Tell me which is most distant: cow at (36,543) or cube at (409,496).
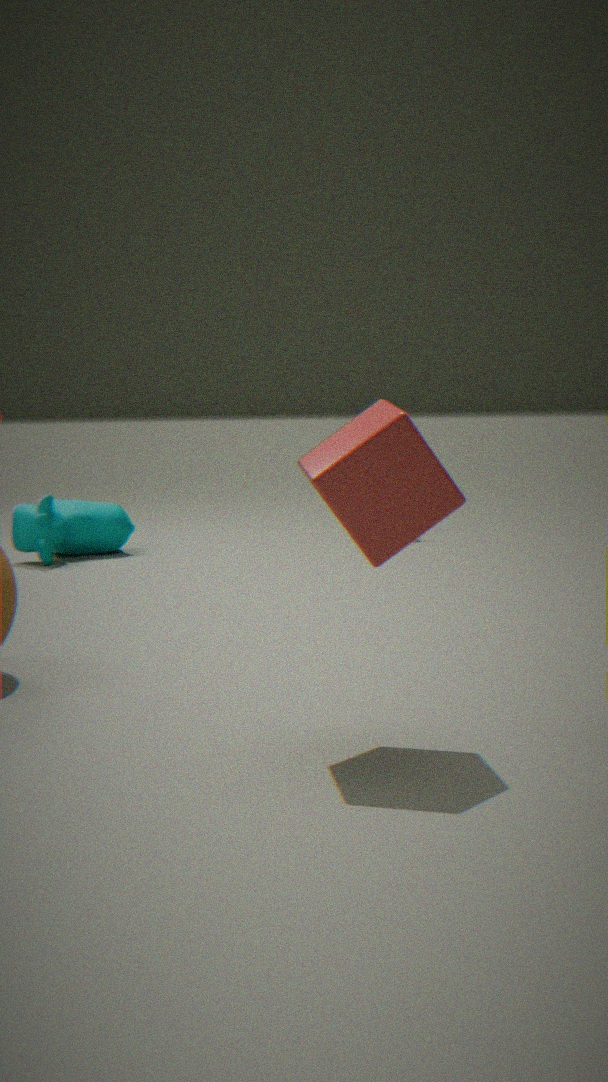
cow at (36,543)
